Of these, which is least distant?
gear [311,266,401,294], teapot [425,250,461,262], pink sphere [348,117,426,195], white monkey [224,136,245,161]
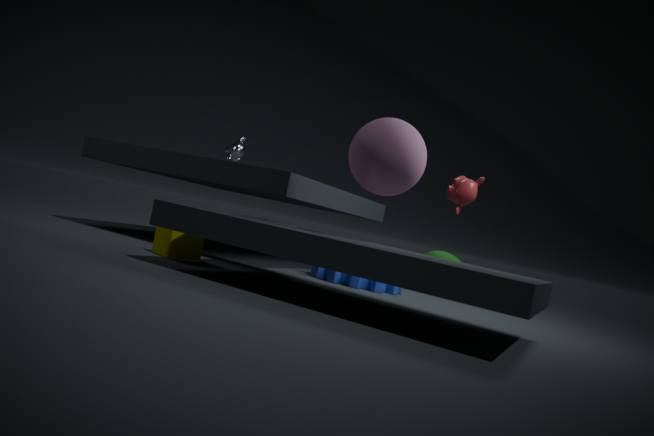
pink sphere [348,117,426,195]
